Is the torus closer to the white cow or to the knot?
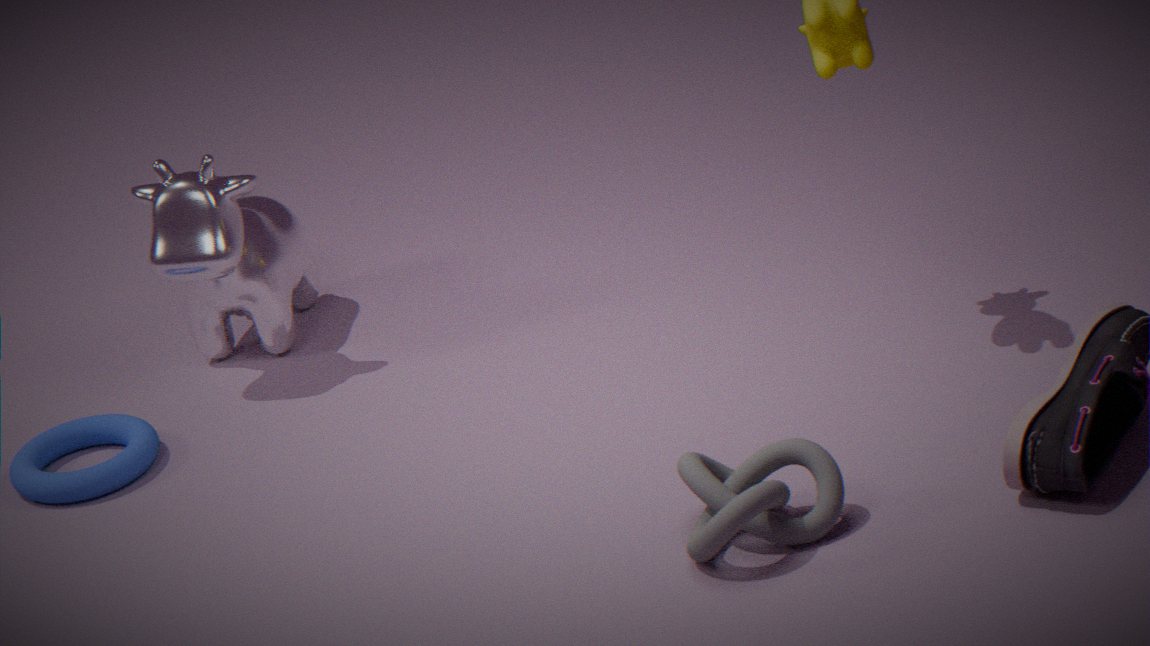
the white cow
